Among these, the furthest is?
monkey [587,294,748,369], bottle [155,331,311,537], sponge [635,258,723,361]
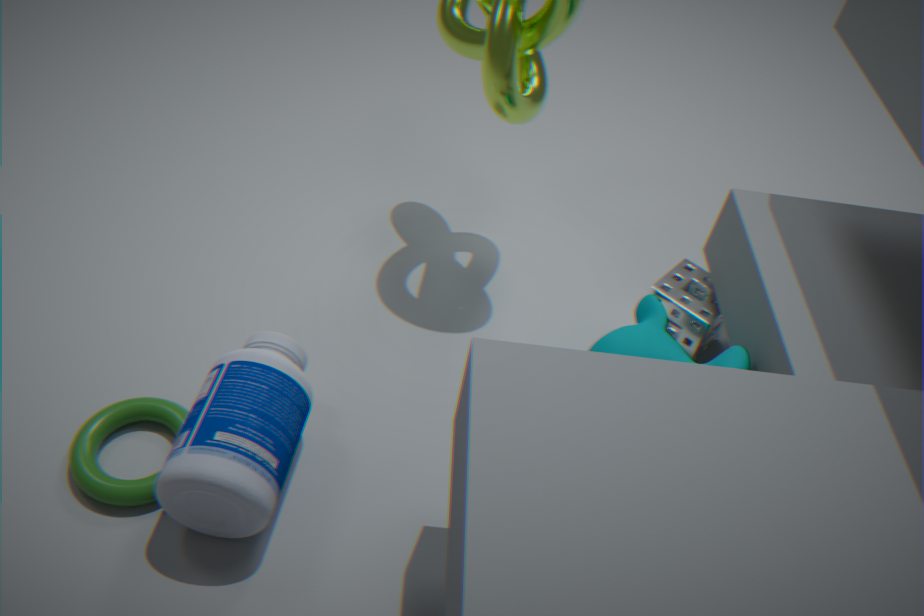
sponge [635,258,723,361]
